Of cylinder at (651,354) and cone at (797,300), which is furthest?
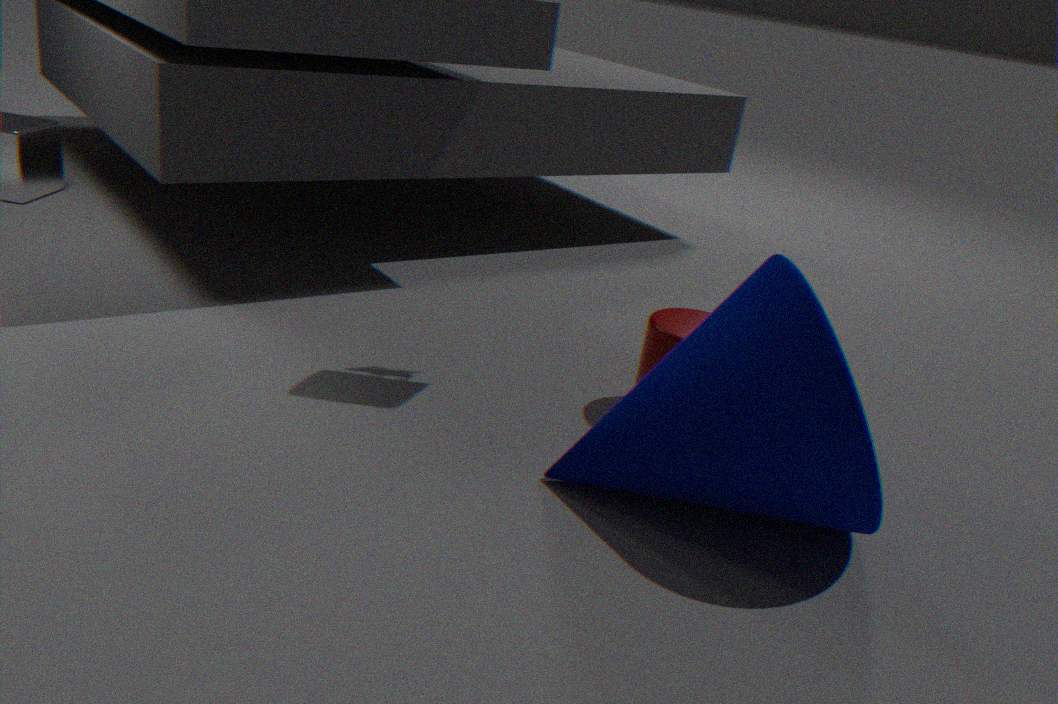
cylinder at (651,354)
